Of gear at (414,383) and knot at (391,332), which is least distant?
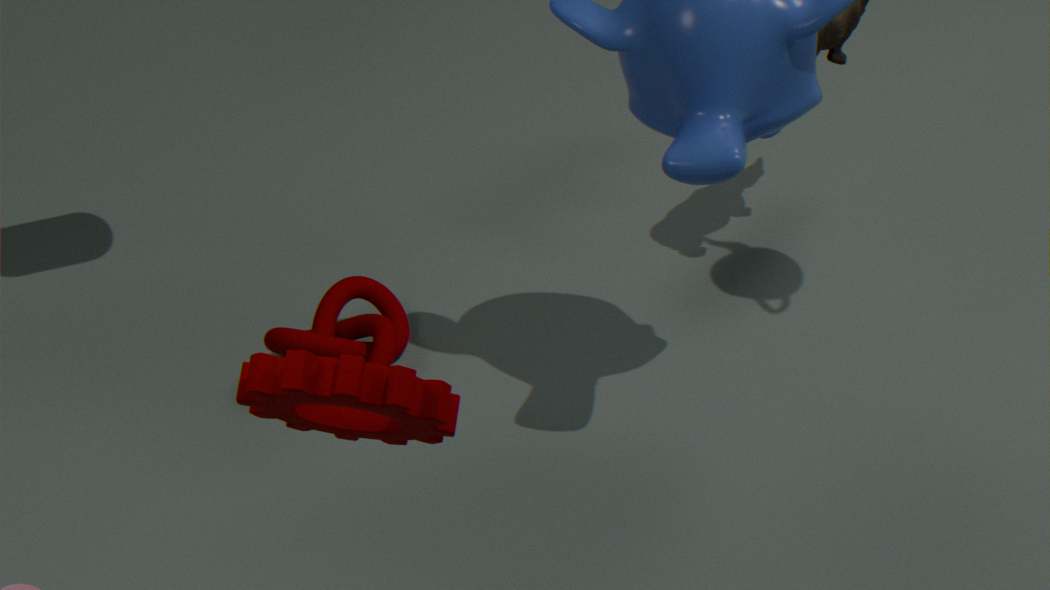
gear at (414,383)
